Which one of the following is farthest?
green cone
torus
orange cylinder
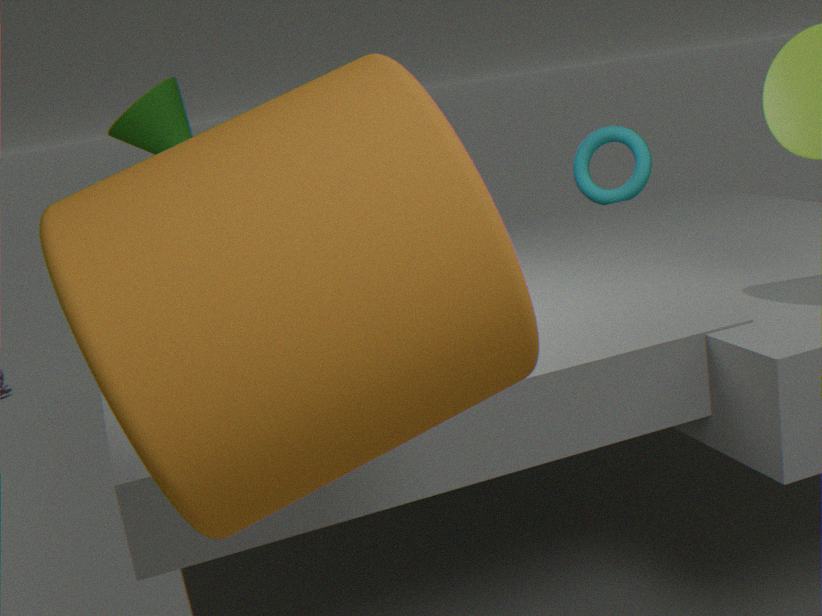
torus
